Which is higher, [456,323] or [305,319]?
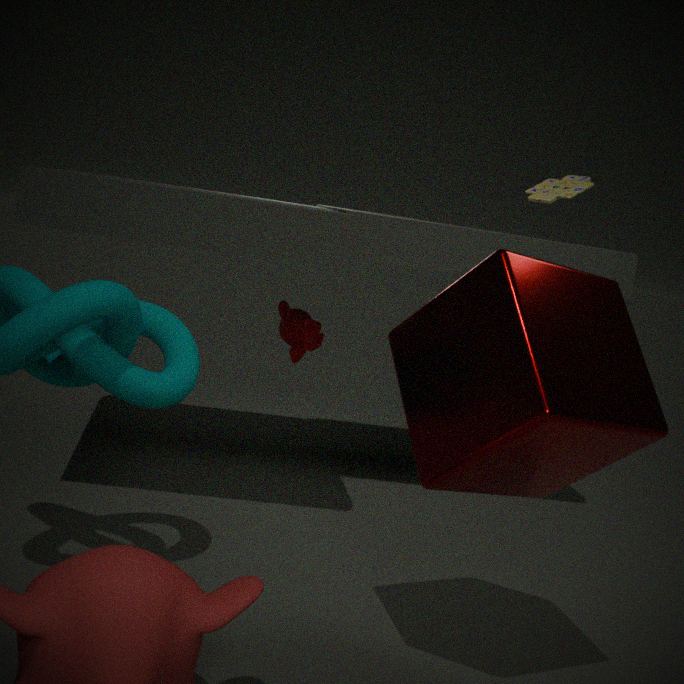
[456,323]
